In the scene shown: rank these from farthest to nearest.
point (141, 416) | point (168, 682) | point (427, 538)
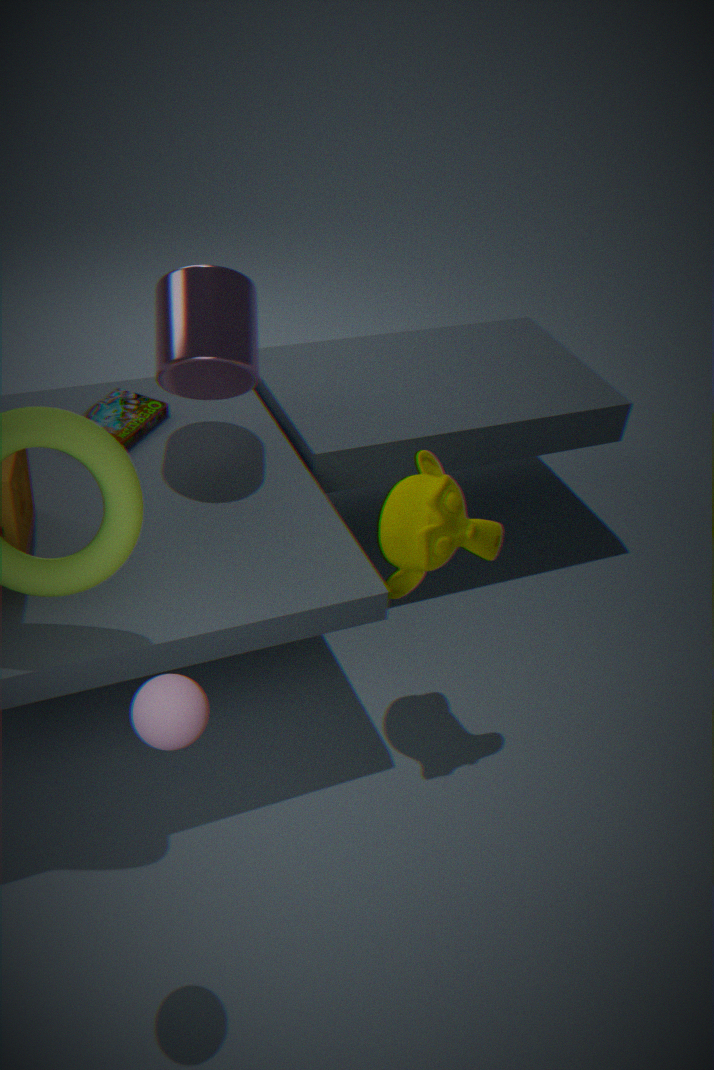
point (141, 416)
point (427, 538)
point (168, 682)
